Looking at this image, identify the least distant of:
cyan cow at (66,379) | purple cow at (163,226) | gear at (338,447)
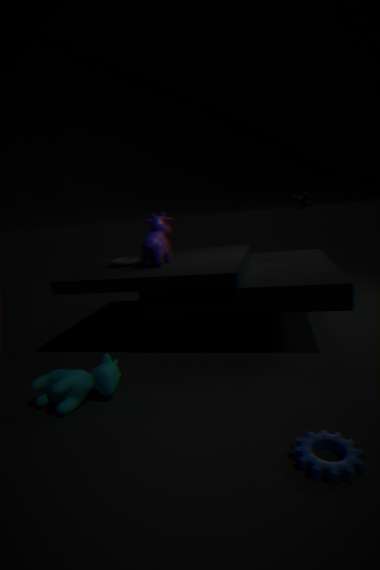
gear at (338,447)
